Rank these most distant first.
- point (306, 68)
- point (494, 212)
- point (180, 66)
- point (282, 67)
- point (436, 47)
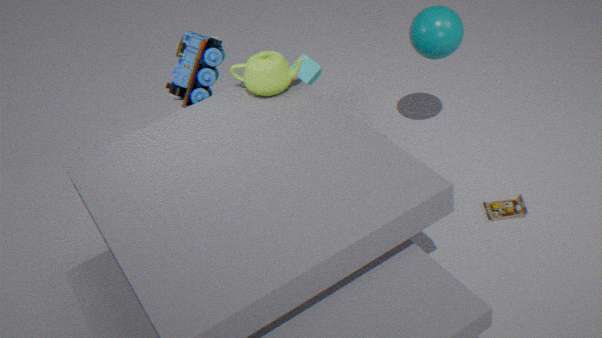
point (306, 68) → point (180, 66) → point (436, 47) → point (282, 67) → point (494, 212)
